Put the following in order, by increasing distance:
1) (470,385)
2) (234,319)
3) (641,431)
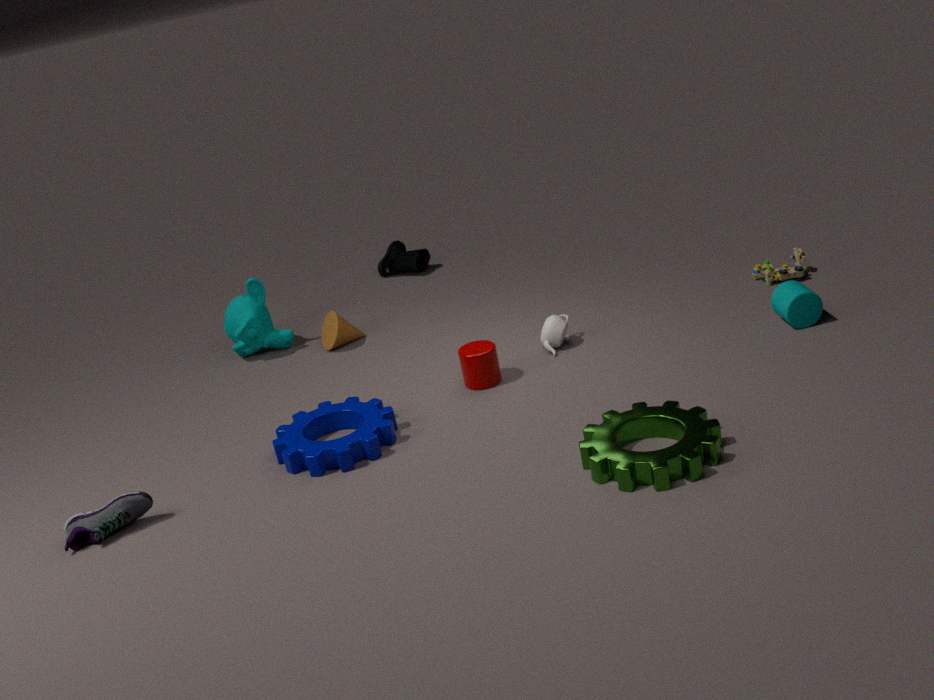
3. (641,431) → 1. (470,385) → 2. (234,319)
